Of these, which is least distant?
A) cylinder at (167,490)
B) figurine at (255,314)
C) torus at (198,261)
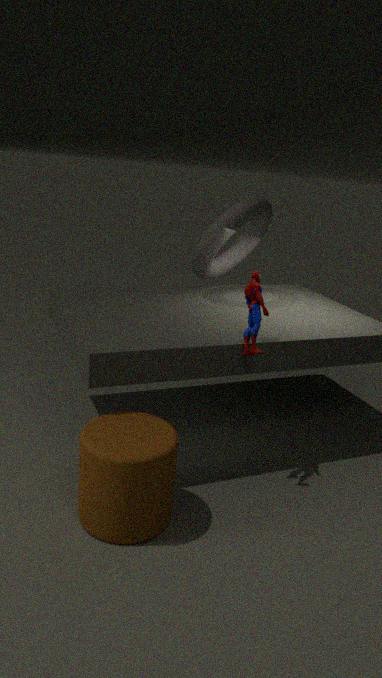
cylinder at (167,490)
